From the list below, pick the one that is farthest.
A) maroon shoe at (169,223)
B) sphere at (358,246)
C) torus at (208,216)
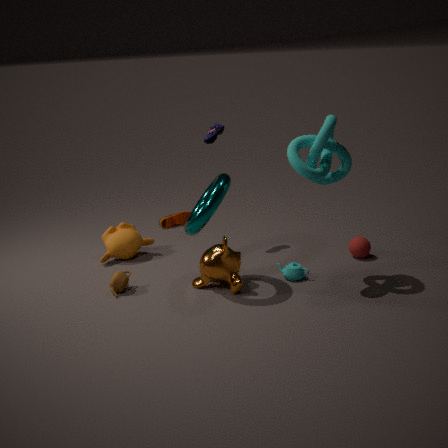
maroon shoe at (169,223)
